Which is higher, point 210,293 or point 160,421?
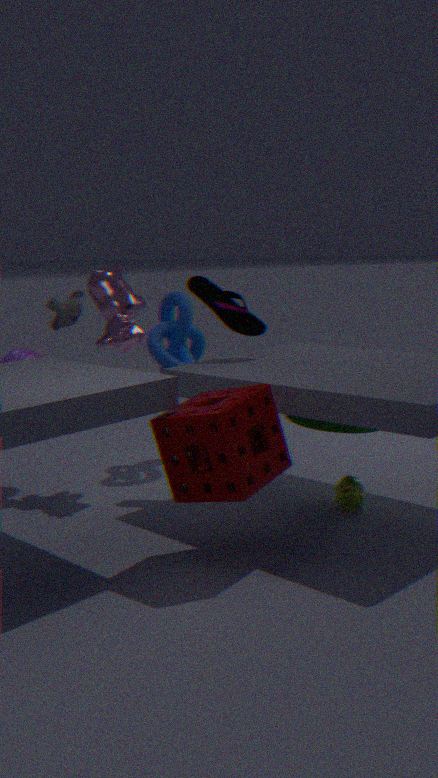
point 210,293
